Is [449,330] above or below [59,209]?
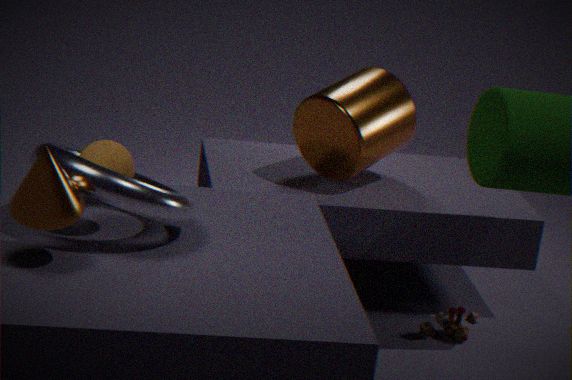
below
